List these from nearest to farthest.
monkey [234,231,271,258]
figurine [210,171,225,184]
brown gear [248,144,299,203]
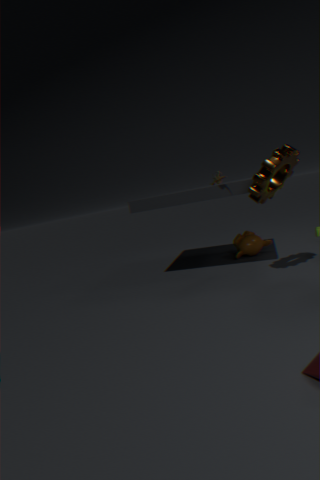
brown gear [248,144,299,203]
figurine [210,171,225,184]
monkey [234,231,271,258]
